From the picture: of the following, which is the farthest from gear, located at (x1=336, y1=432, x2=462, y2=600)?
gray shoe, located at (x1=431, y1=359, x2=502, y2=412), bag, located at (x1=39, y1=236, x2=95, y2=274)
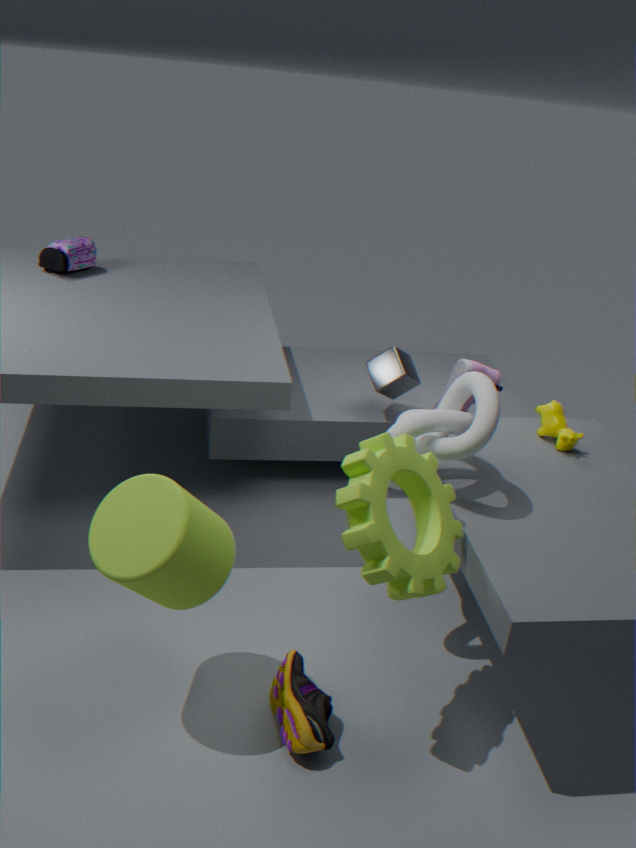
bag, located at (x1=39, y1=236, x2=95, y2=274)
